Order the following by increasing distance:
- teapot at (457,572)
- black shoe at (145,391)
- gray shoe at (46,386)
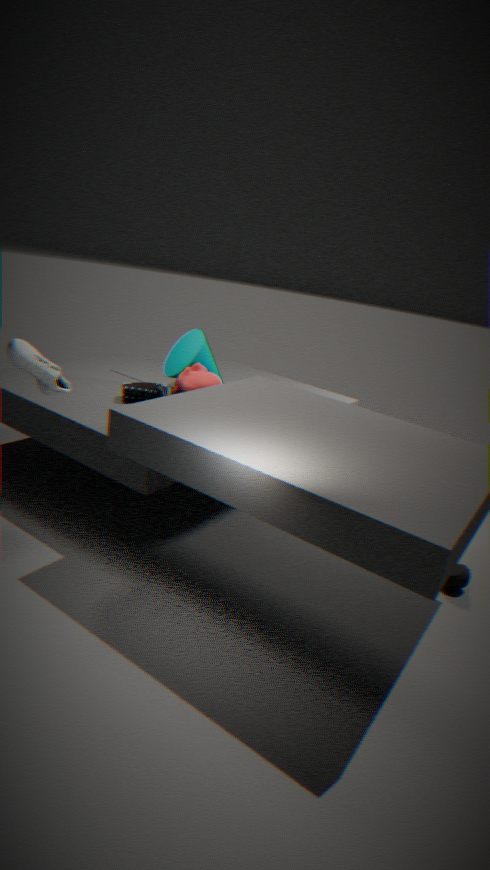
1. gray shoe at (46,386)
2. teapot at (457,572)
3. black shoe at (145,391)
